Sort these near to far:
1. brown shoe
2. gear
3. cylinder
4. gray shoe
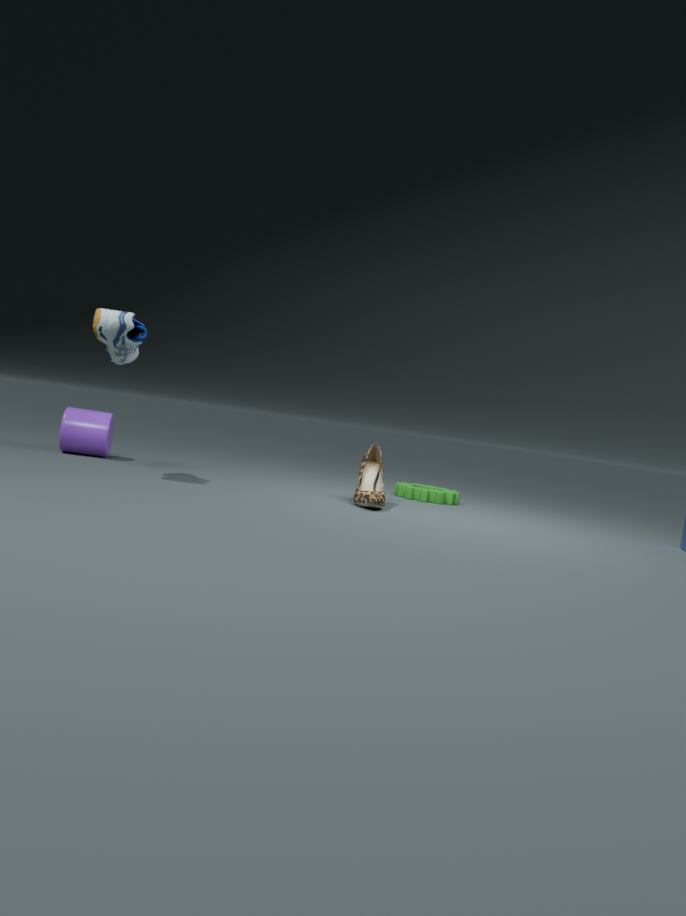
gray shoe, brown shoe, cylinder, gear
